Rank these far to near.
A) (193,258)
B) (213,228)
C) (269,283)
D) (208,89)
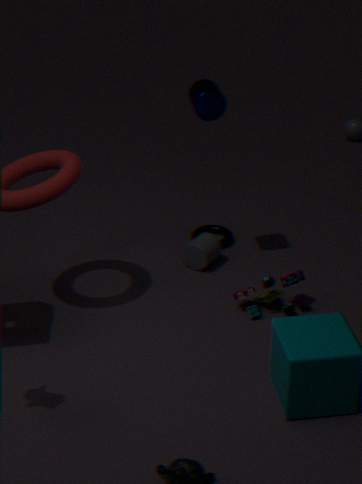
(213,228) < (193,258) < (269,283) < (208,89)
